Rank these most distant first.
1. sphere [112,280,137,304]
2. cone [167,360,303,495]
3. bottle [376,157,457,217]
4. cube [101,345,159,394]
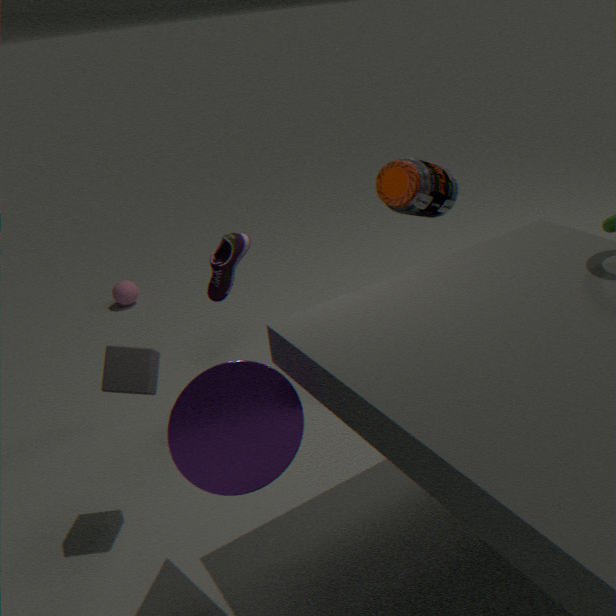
1. sphere [112,280,137,304]
2. bottle [376,157,457,217]
3. cube [101,345,159,394]
4. cone [167,360,303,495]
